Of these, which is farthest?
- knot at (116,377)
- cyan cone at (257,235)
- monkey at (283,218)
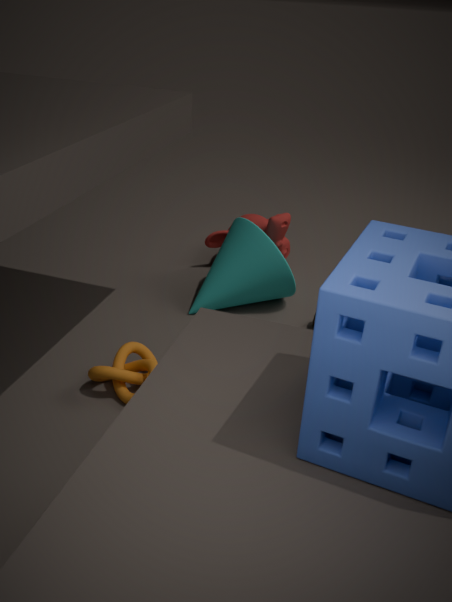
monkey at (283,218)
